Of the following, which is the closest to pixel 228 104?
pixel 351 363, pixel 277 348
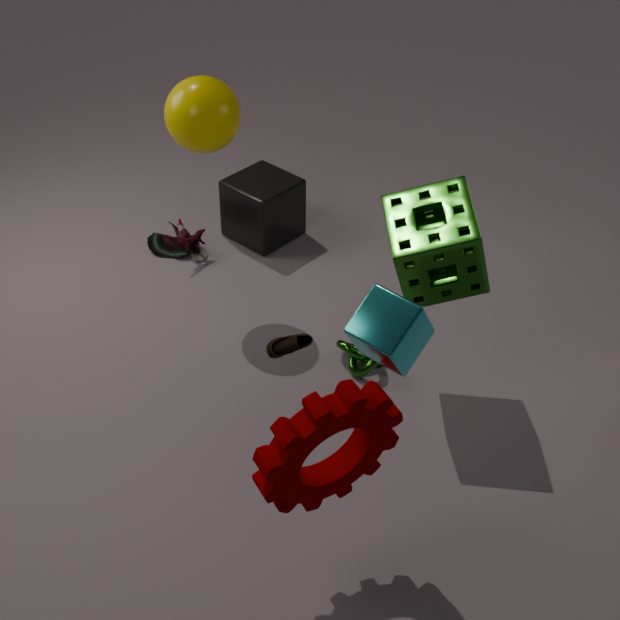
pixel 277 348
